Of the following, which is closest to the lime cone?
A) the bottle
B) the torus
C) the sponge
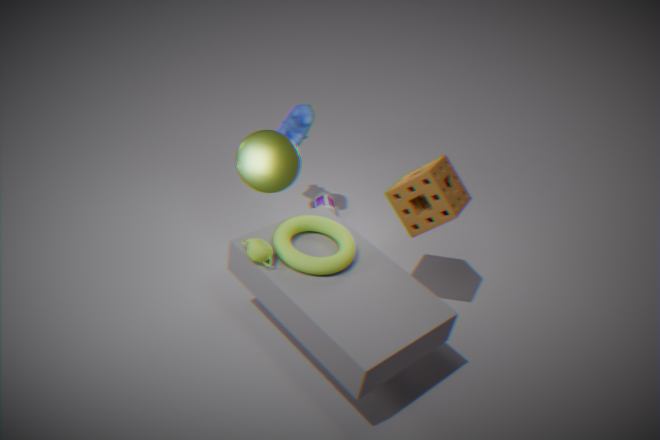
the torus
